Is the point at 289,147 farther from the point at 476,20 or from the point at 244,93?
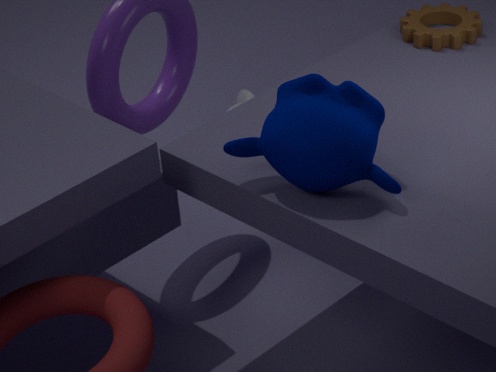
the point at 244,93
